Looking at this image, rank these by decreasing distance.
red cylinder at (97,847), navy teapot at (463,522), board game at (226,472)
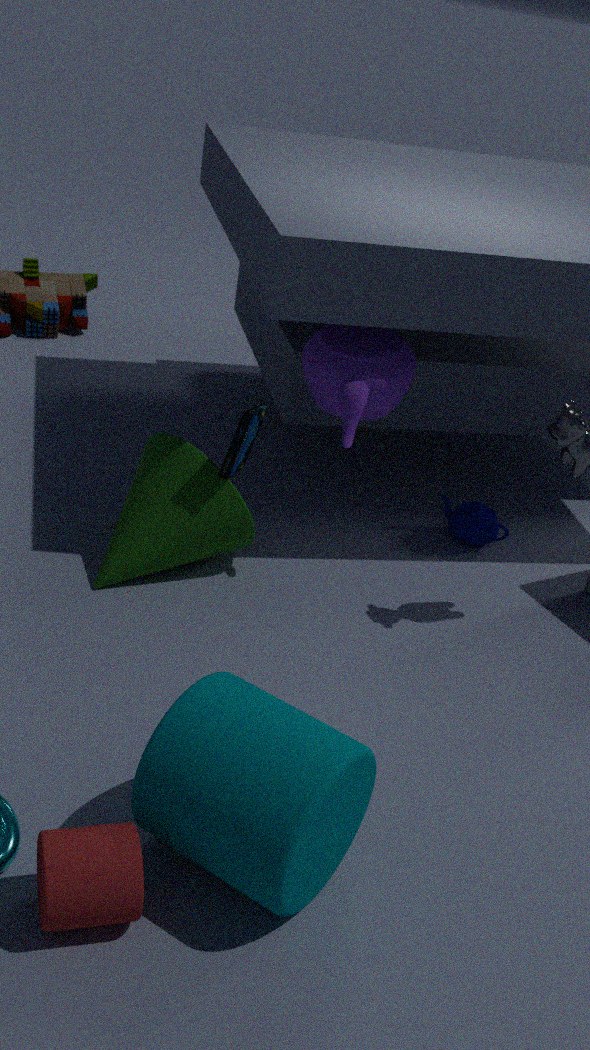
1. navy teapot at (463,522)
2. board game at (226,472)
3. red cylinder at (97,847)
